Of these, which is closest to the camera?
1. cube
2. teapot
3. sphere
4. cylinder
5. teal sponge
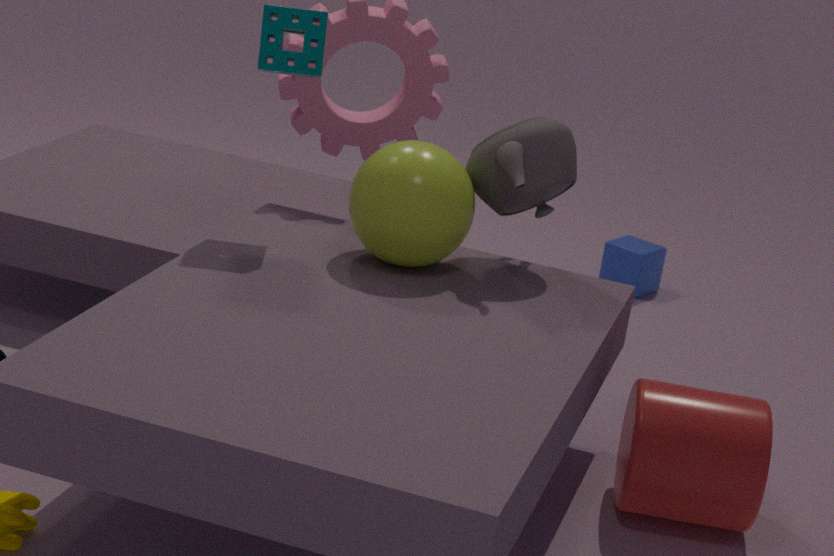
cylinder
